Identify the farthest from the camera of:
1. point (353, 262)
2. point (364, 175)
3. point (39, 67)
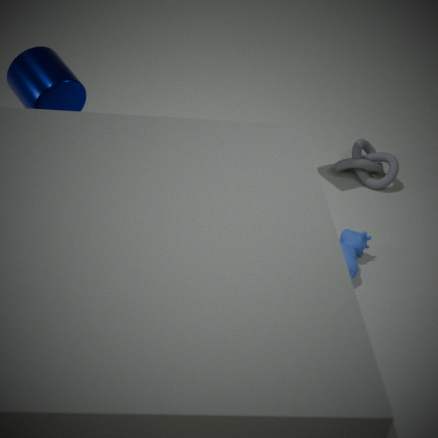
point (364, 175)
